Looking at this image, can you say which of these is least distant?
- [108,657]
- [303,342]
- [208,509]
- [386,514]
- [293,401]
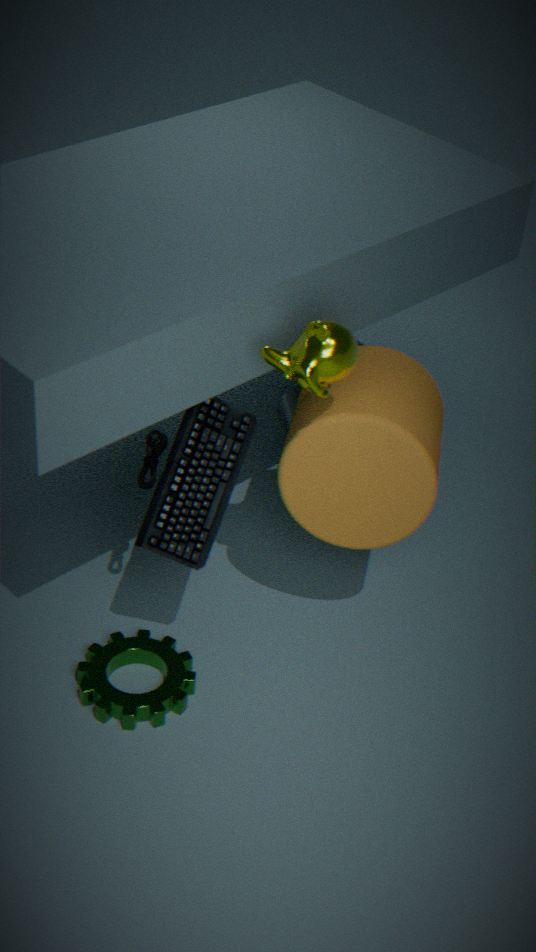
[303,342]
